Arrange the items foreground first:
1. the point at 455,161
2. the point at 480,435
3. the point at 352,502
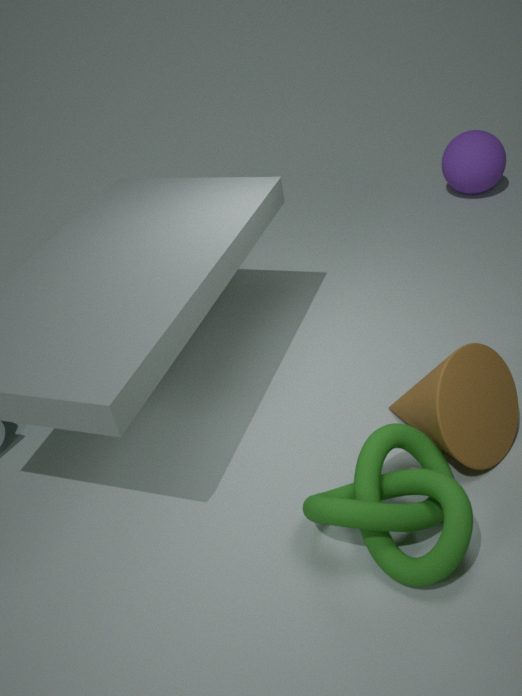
the point at 352,502 → the point at 480,435 → the point at 455,161
